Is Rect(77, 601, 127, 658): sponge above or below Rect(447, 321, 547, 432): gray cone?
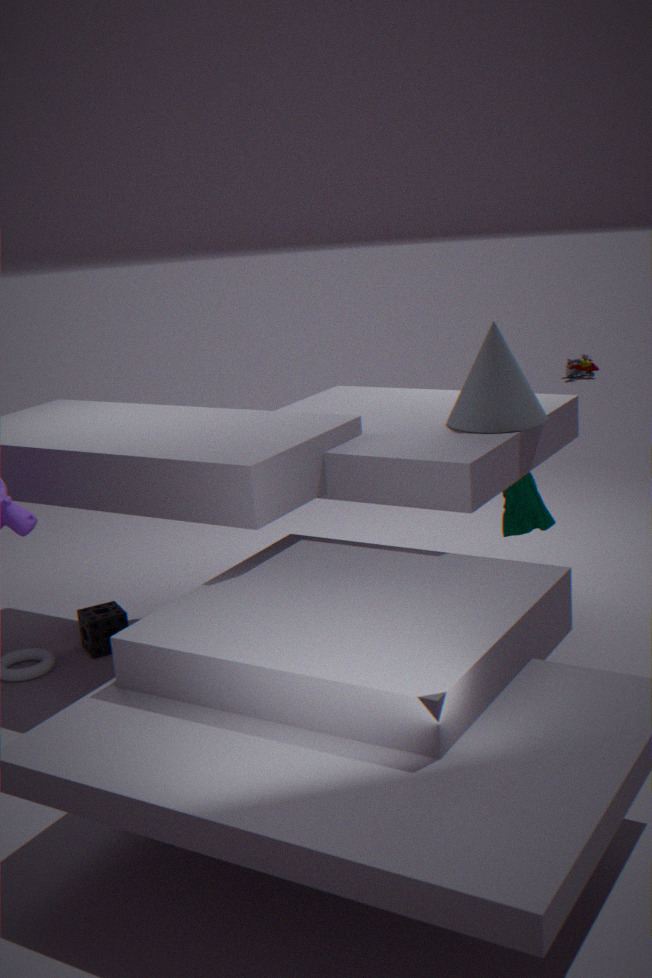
below
